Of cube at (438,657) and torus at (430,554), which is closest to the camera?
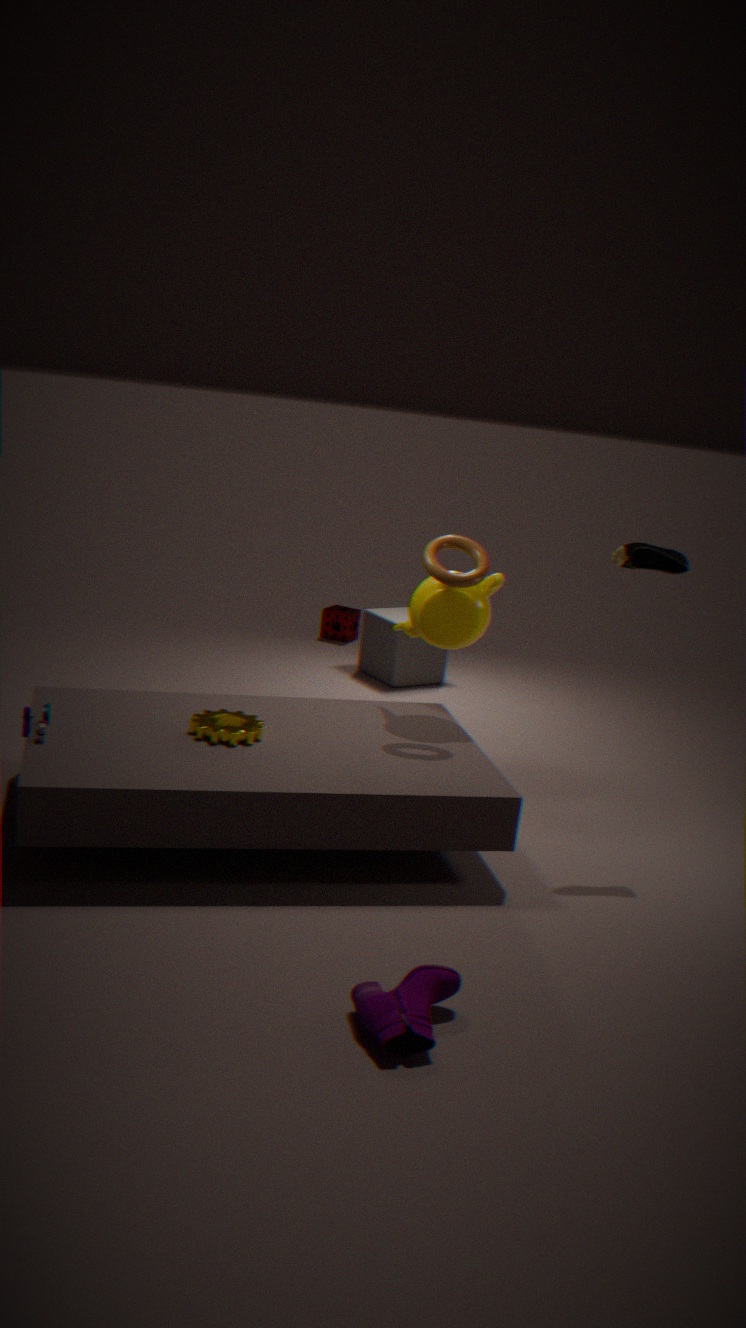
torus at (430,554)
